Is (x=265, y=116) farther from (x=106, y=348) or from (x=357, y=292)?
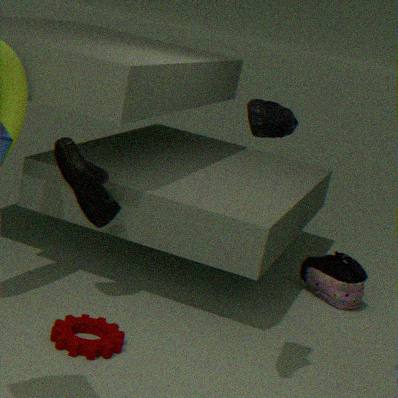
(x=357, y=292)
